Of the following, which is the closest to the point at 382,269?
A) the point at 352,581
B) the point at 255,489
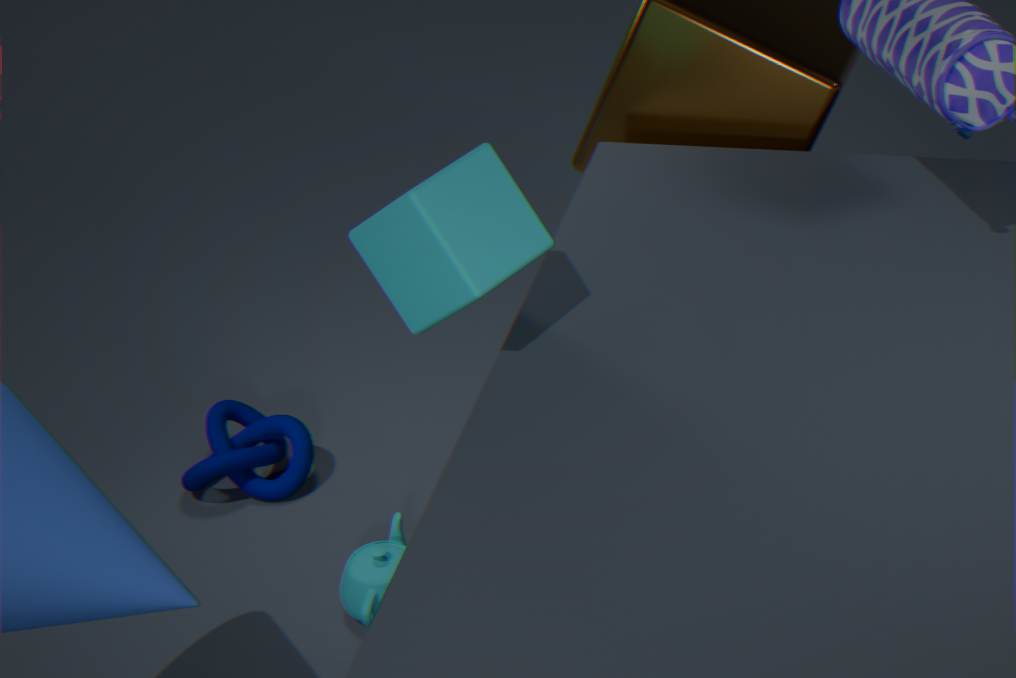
the point at 352,581
